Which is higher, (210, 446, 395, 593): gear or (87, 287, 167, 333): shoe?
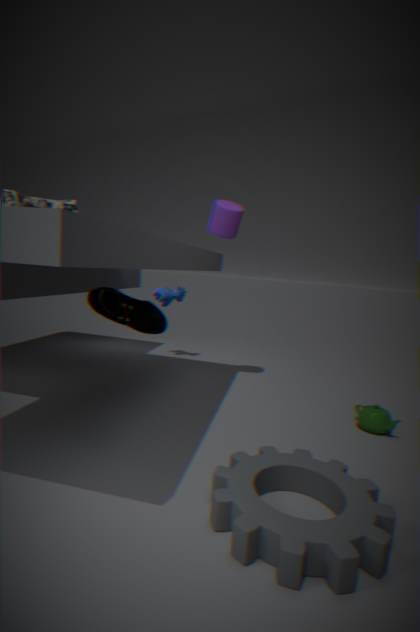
(87, 287, 167, 333): shoe
